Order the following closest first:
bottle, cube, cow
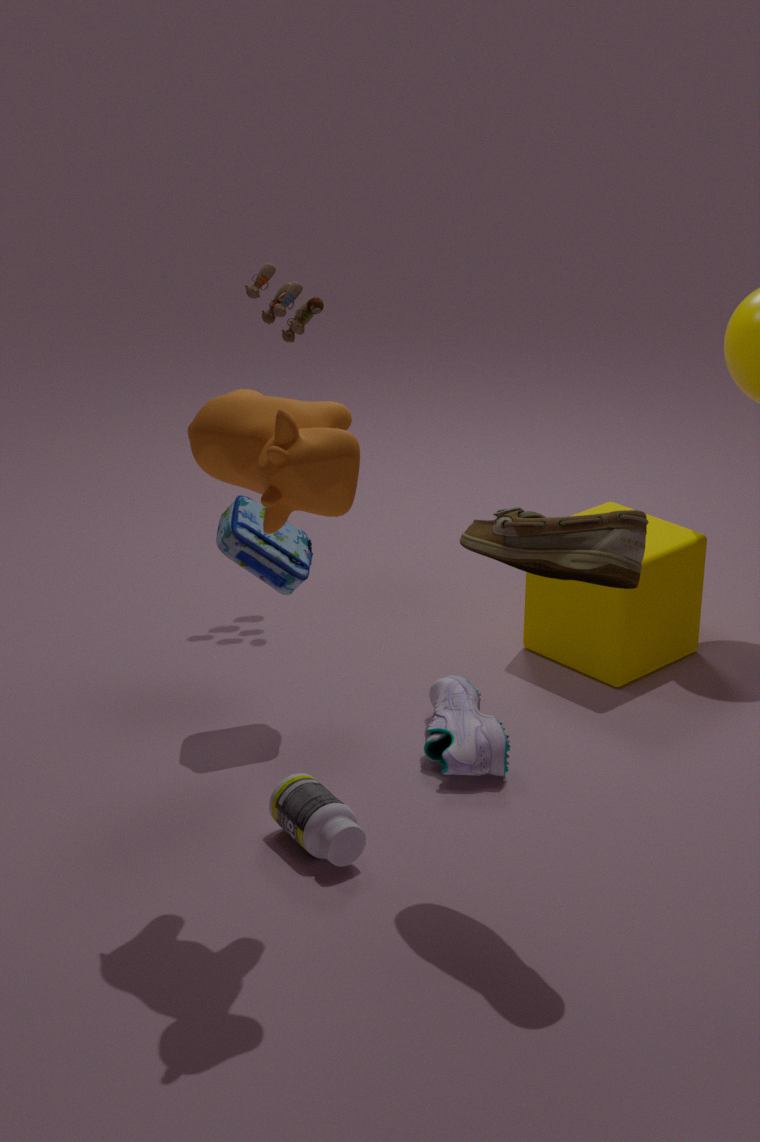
cow → bottle → cube
